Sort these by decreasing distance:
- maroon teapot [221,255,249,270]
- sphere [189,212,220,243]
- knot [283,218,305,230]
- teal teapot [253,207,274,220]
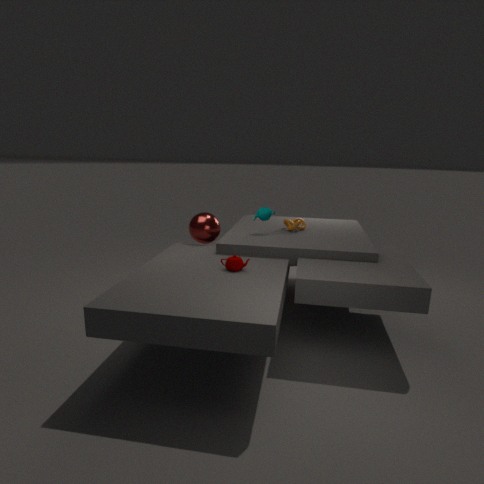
knot [283,218,305,230]
teal teapot [253,207,274,220]
sphere [189,212,220,243]
maroon teapot [221,255,249,270]
